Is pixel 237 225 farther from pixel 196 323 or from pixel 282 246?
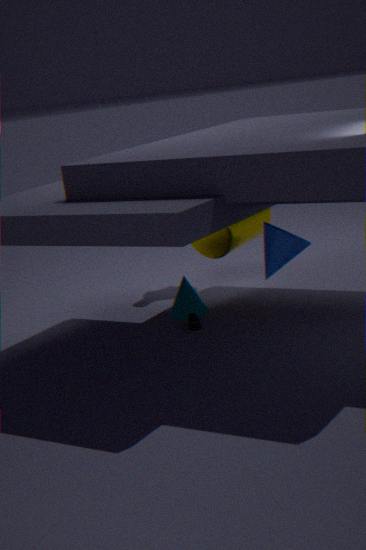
pixel 282 246
